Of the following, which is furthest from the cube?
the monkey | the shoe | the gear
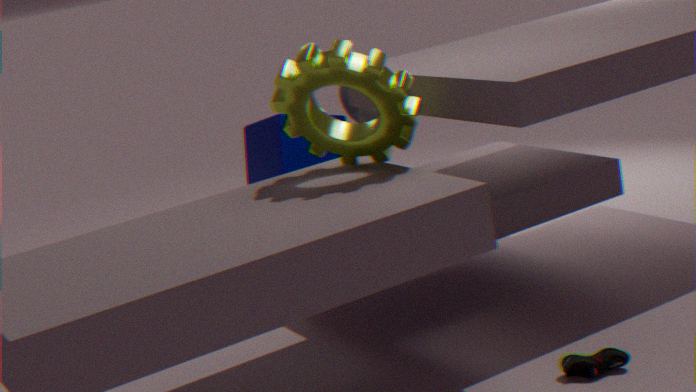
the shoe
